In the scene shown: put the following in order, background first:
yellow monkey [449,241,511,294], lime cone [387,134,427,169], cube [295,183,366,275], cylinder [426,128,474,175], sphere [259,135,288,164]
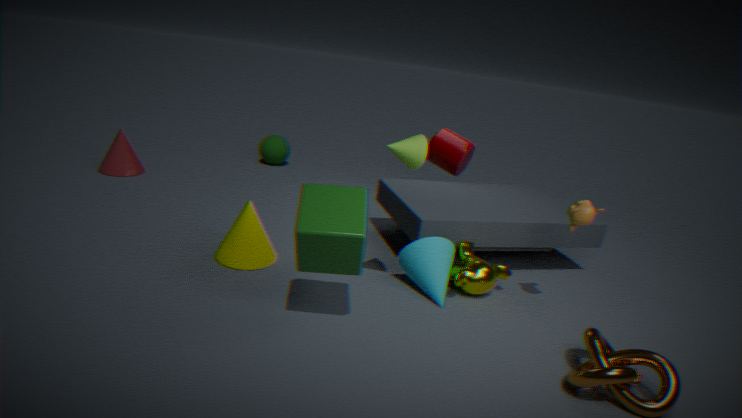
sphere [259,135,288,164] < cylinder [426,128,474,175] < yellow monkey [449,241,511,294] < lime cone [387,134,427,169] < cube [295,183,366,275]
